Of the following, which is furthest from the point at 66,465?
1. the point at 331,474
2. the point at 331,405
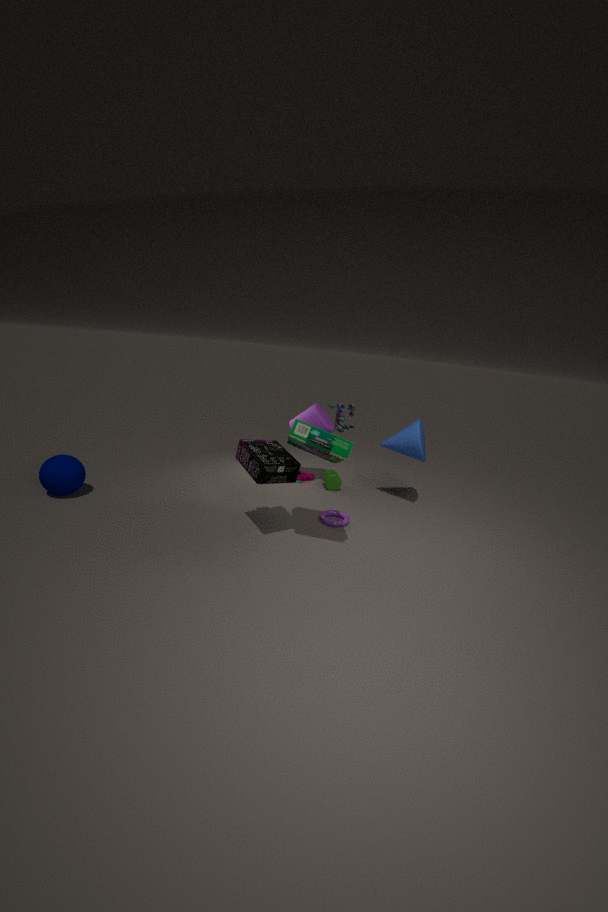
the point at 331,405
